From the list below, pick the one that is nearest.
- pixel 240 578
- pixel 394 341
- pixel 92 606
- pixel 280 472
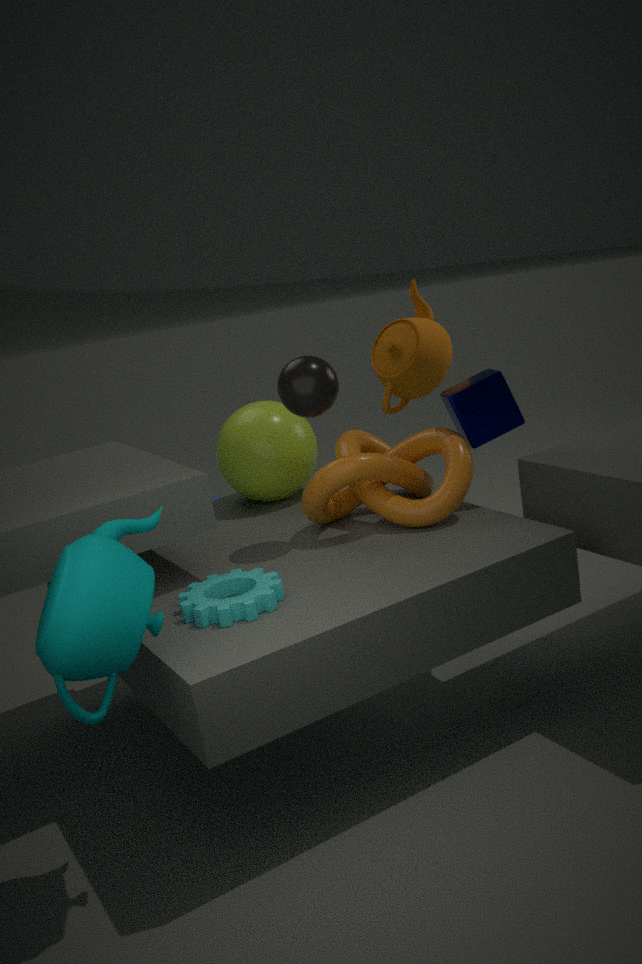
pixel 92 606
